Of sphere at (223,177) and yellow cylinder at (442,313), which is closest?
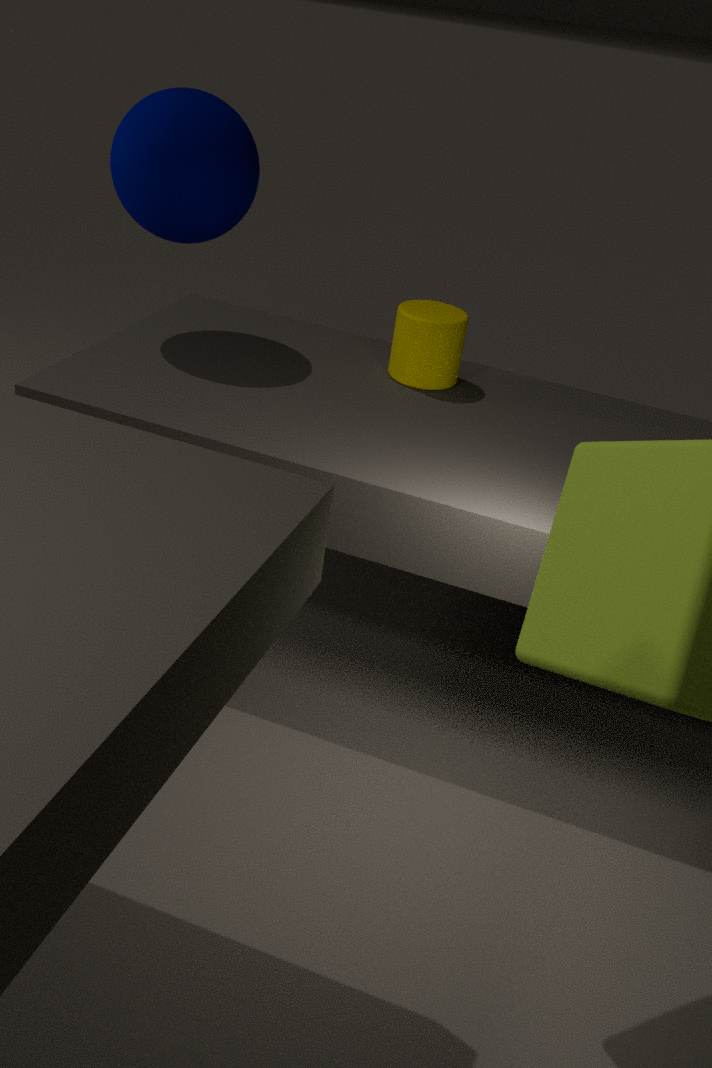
sphere at (223,177)
